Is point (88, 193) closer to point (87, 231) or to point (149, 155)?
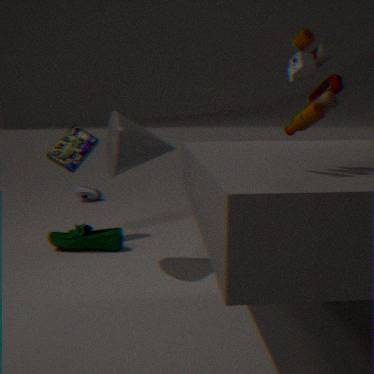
point (87, 231)
